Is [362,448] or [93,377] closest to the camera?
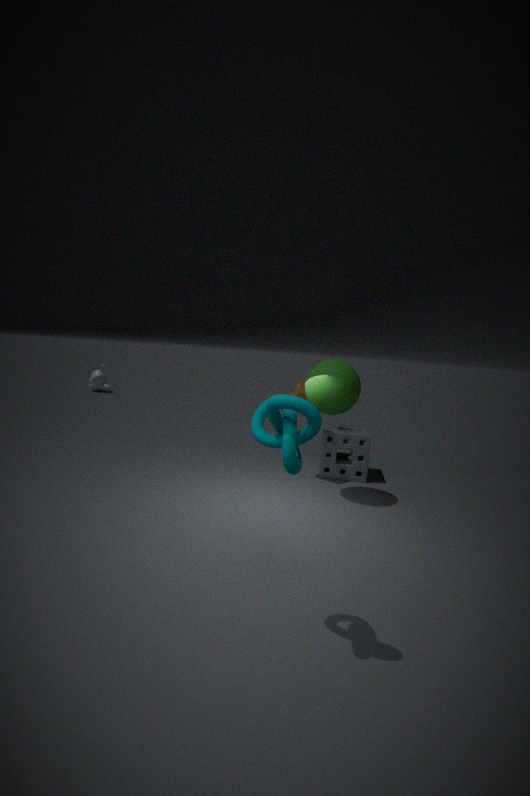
[362,448]
